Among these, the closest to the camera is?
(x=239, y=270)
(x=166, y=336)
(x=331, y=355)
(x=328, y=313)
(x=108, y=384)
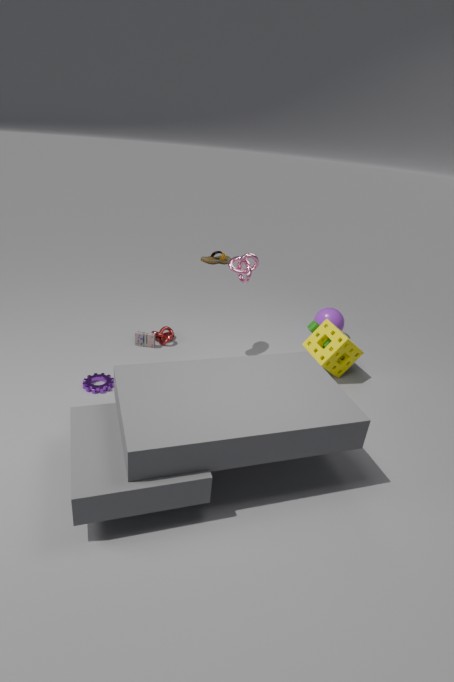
(x=239, y=270)
